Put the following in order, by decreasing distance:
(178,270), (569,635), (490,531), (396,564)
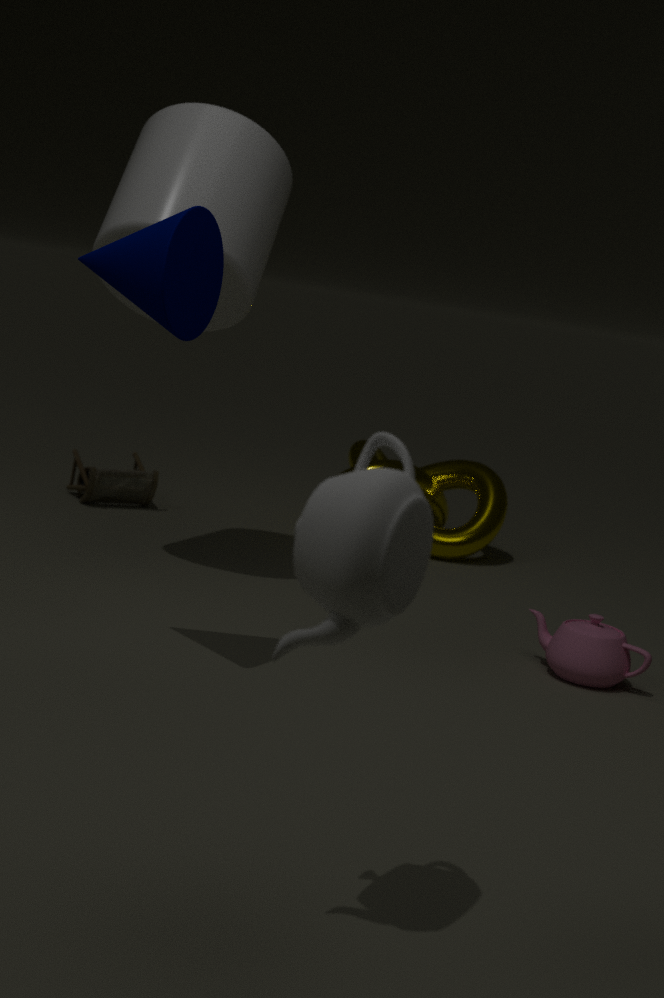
(490,531)
(569,635)
(178,270)
(396,564)
